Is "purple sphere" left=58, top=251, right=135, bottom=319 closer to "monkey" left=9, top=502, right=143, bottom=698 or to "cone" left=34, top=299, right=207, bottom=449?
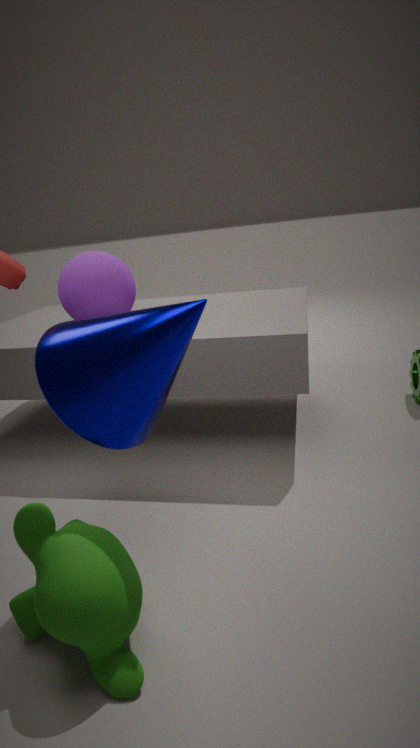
"cone" left=34, top=299, right=207, bottom=449
